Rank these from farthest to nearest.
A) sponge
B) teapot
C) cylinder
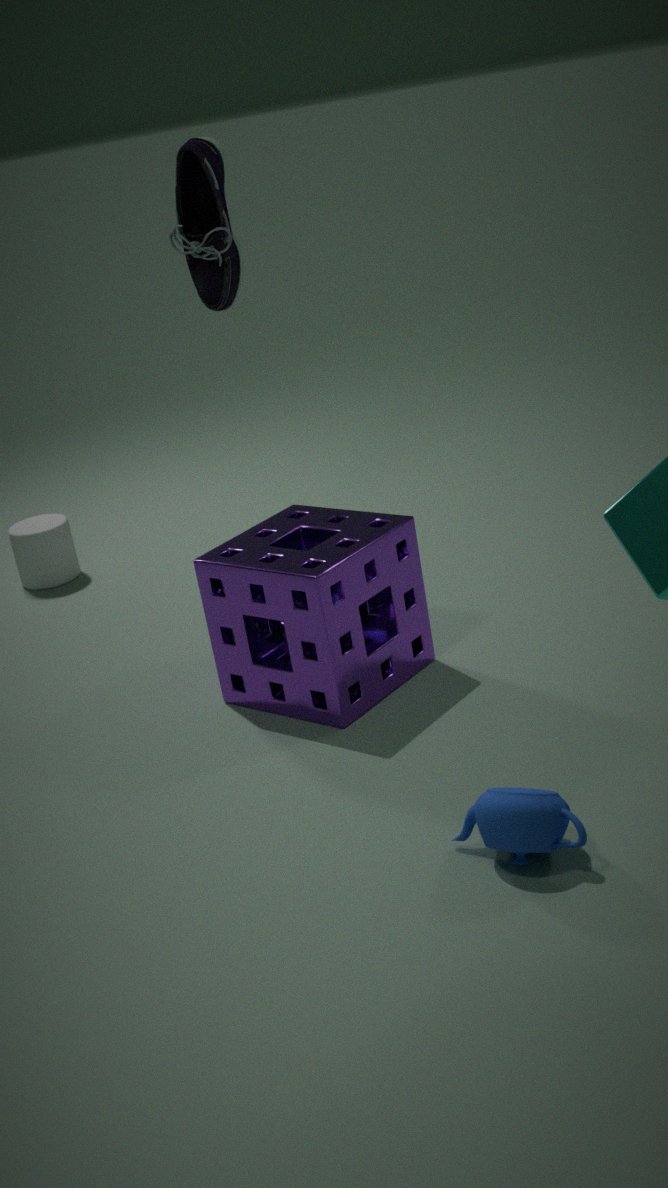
cylinder < sponge < teapot
